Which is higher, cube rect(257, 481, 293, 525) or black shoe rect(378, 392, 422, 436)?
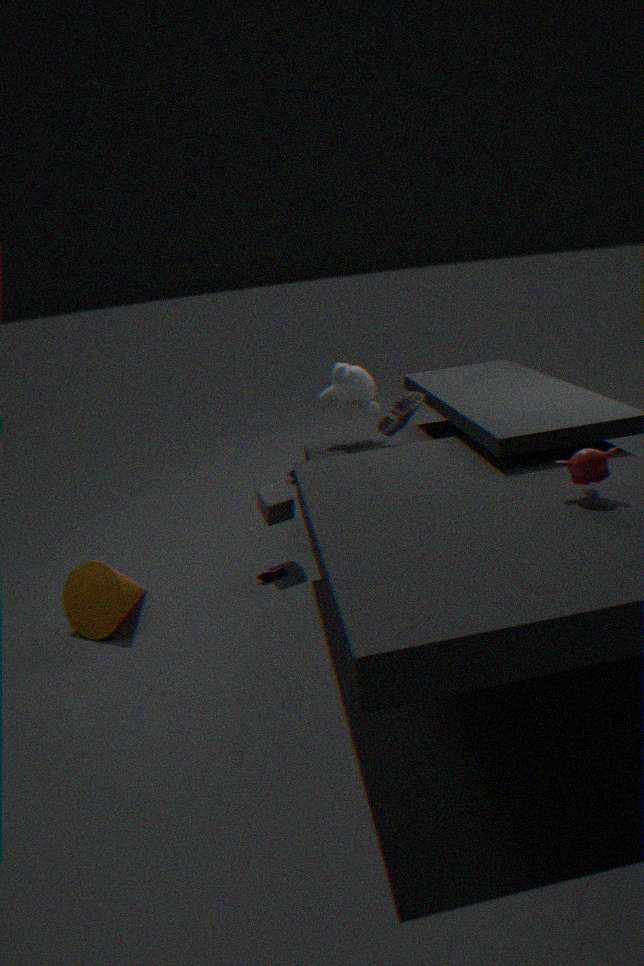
black shoe rect(378, 392, 422, 436)
